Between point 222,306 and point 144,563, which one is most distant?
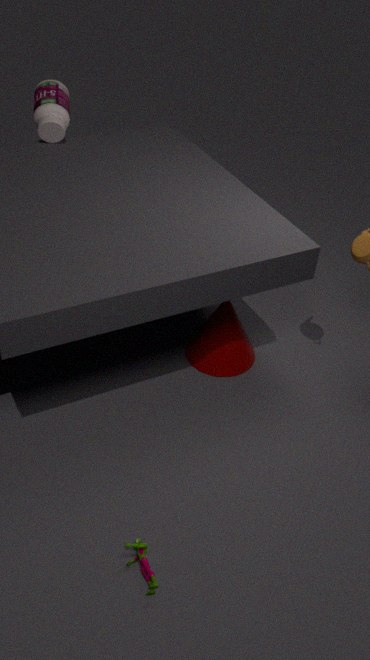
point 222,306
